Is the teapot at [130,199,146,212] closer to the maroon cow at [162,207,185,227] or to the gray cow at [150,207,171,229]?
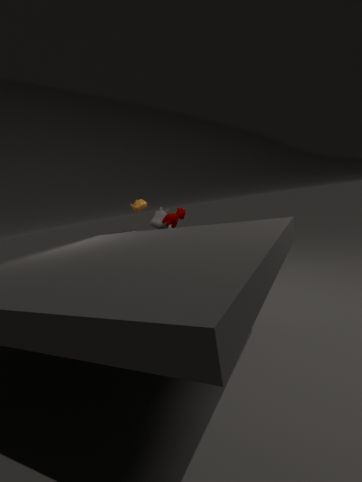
the gray cow at [150,207,171,229]
